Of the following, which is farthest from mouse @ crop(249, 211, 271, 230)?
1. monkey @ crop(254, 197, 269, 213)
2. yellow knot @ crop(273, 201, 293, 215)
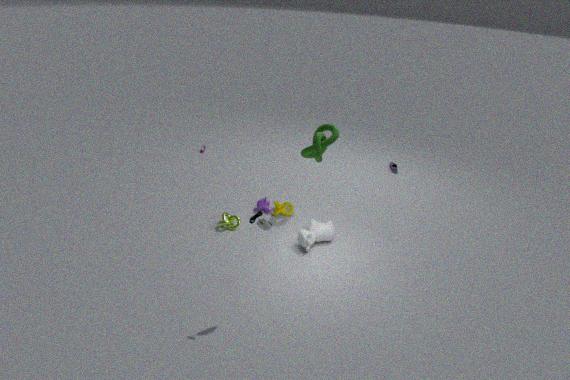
monkey @ crop(254, 197, 269, 213)
